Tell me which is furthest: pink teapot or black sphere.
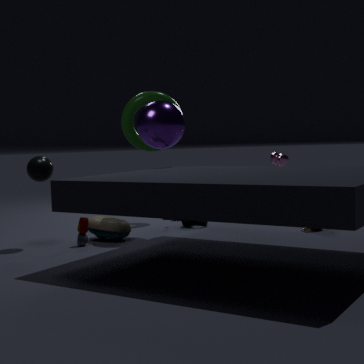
pink teapot
